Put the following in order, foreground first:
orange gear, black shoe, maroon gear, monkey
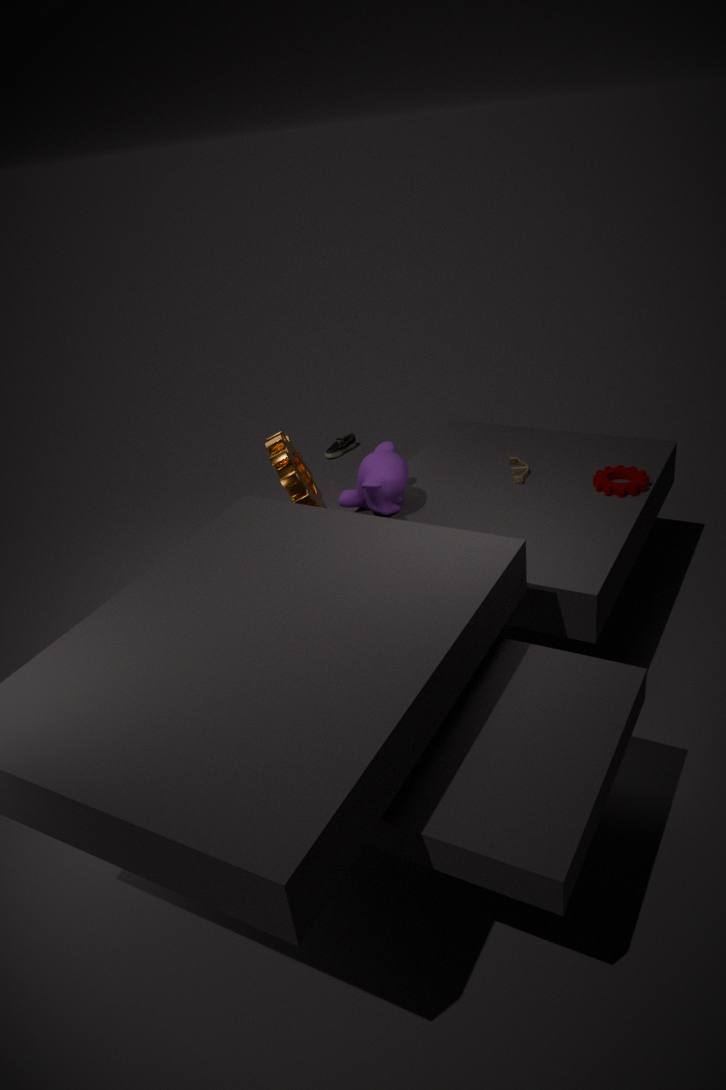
monkey
maroon gear
orange gear
black shoe
